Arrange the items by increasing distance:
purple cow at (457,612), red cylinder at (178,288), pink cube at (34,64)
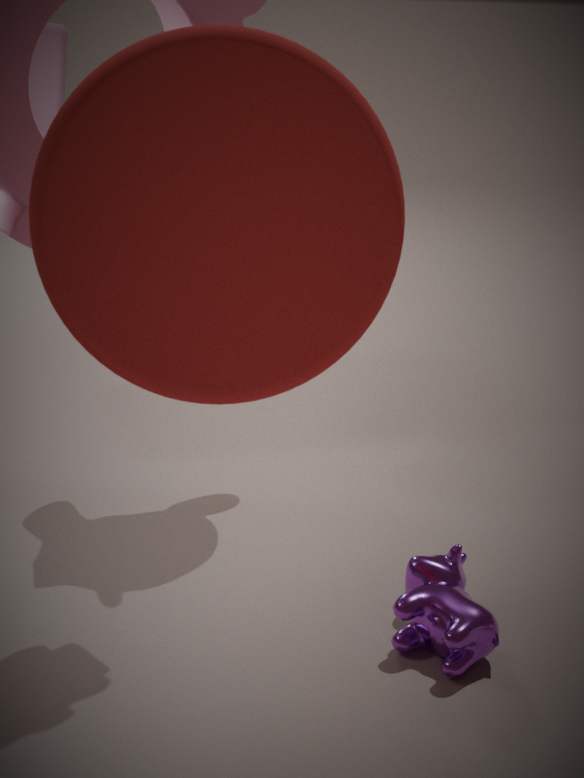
1. red cylinder at (178,288)
2. purple cow at (457,612)
3. pink cube at (34,64)
